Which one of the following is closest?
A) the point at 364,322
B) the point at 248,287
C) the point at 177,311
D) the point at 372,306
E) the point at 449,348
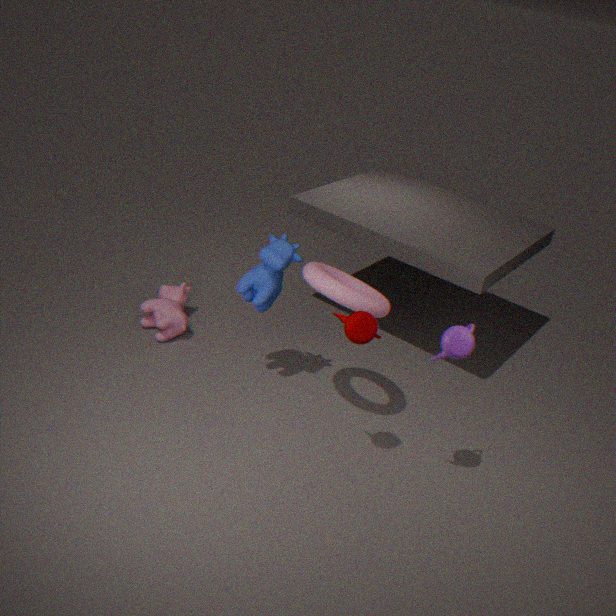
the point at 449,348
